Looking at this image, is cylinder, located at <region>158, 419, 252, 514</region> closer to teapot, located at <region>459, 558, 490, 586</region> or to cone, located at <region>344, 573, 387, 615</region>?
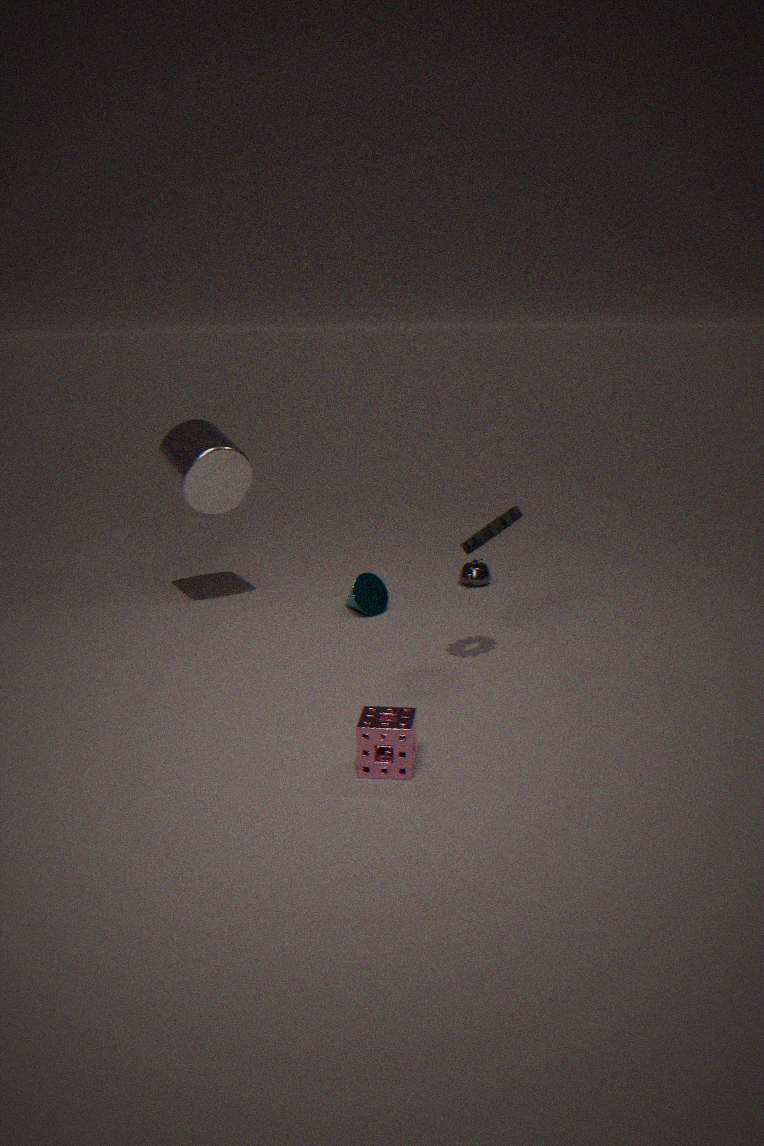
cone, located at <region>344, 573, 387, 615</region>
